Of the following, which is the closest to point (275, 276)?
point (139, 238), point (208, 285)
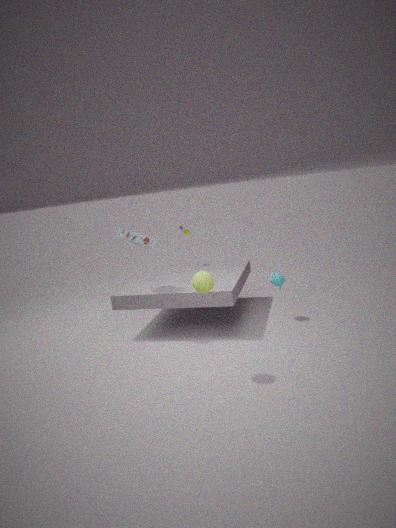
point (208, 285)
